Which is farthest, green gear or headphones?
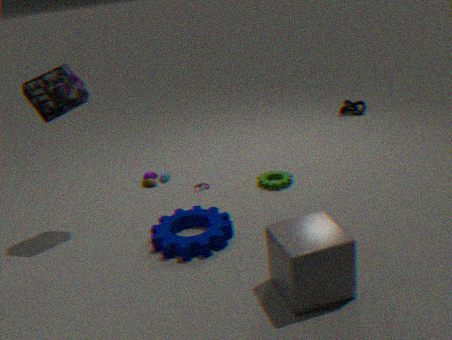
green gear
